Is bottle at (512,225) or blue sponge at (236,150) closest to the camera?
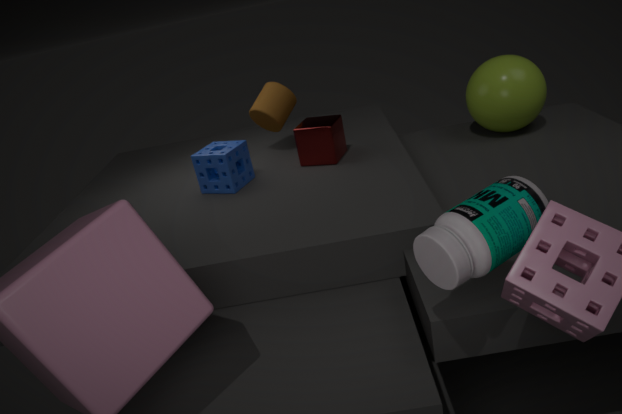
bottle at (512,225)
